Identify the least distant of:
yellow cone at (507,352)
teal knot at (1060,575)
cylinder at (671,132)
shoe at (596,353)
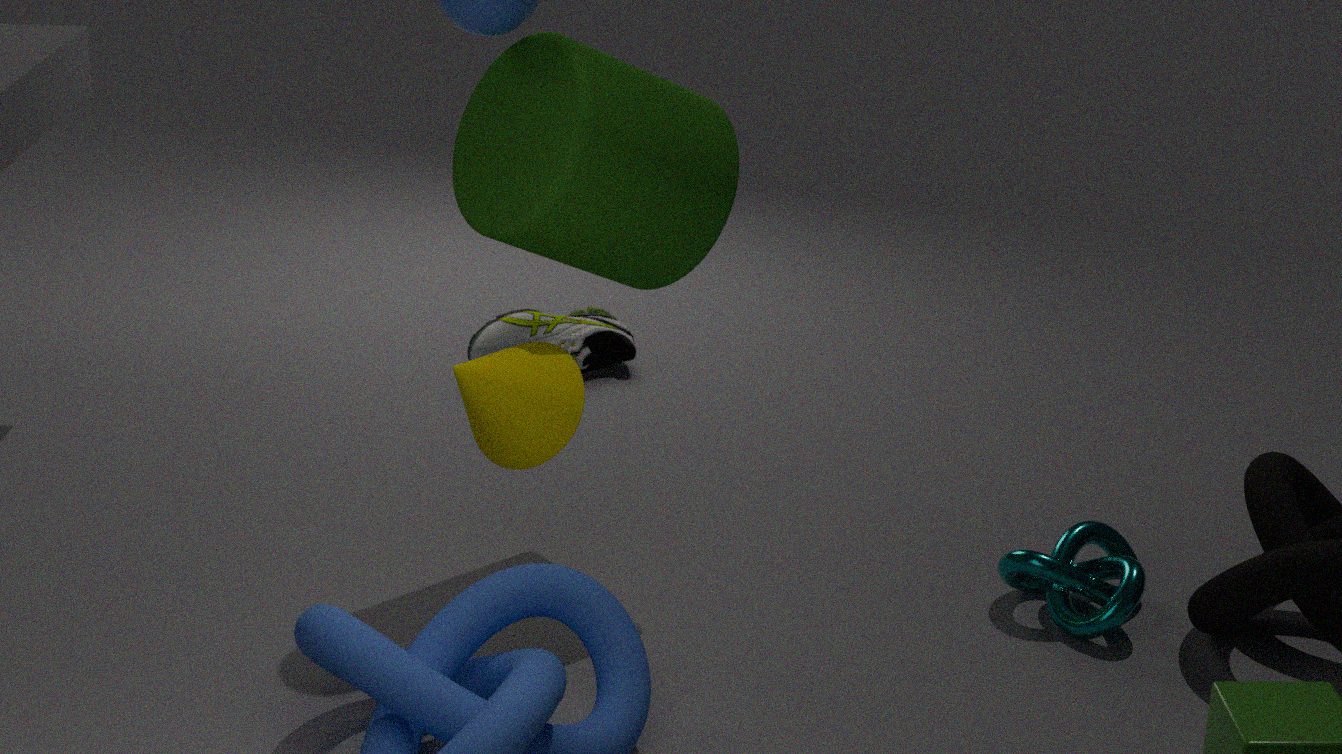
yellow cone at (507,352)
